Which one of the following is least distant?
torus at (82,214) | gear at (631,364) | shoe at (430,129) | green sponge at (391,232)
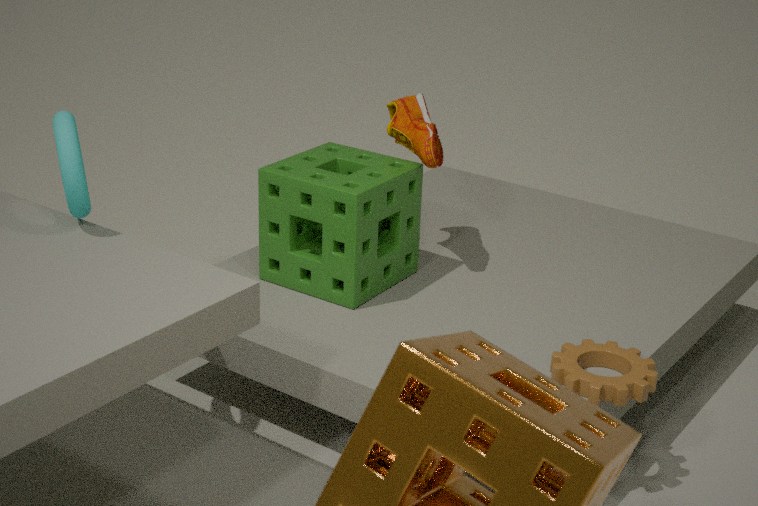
torus at (82,214)
